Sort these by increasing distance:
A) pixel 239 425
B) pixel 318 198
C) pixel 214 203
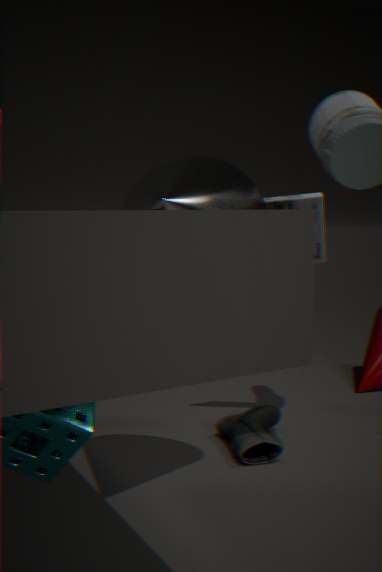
pixel 214 203
pixel 318 198
pixel 239 425
